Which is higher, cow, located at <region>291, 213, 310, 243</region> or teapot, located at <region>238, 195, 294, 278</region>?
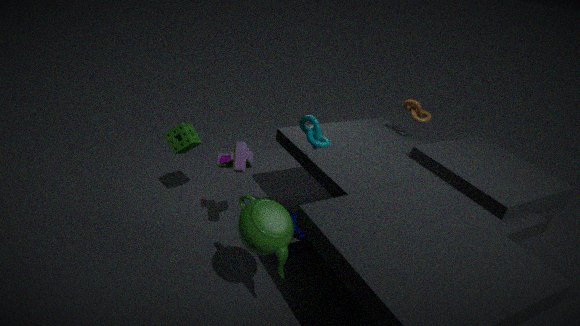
teapot, located at <region>238, 195, 294, 278</region>
